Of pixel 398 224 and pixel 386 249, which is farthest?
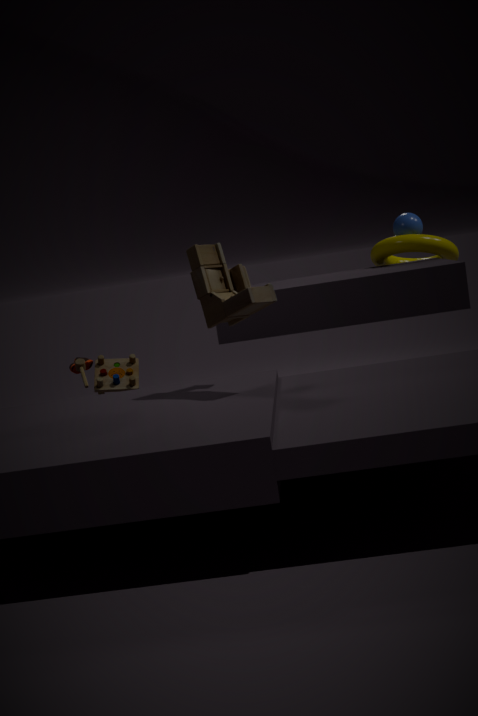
pixel 398 224
